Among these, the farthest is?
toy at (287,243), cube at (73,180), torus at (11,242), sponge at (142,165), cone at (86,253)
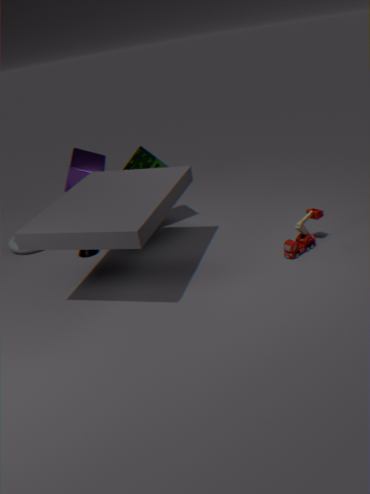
cube at (73,180)
